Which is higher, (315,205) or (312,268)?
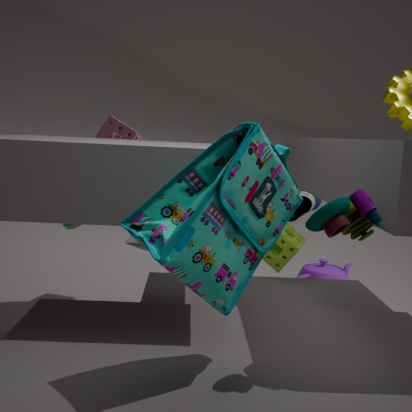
(315,205)
